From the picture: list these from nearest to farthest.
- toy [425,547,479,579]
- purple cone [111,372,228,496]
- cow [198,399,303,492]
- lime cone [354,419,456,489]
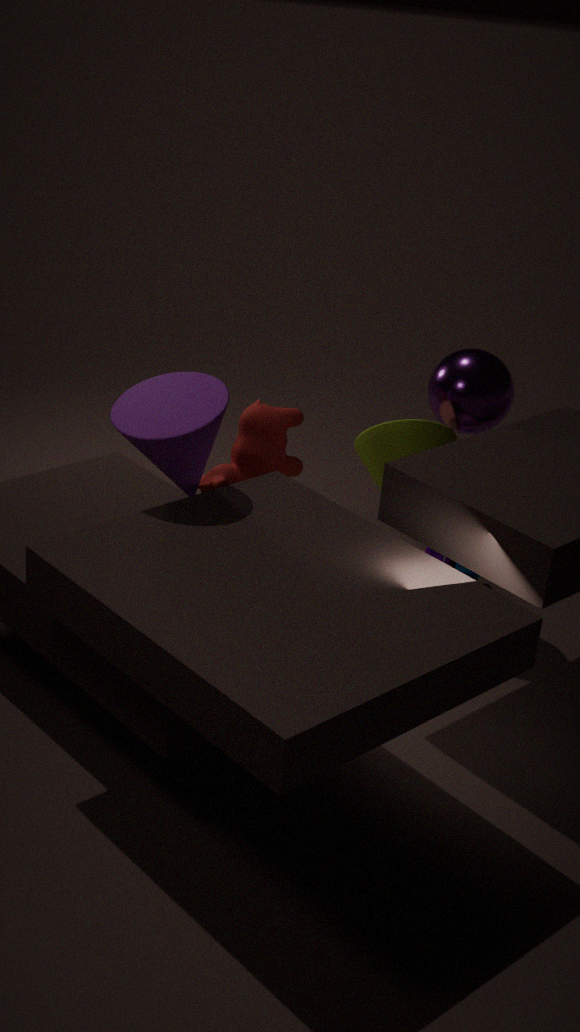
1. purple cone [111,372,228,496]
2. cow [198,399,303,492]
3. lime cone [354,419,456,489]
4. toy [425,547,479,579]
